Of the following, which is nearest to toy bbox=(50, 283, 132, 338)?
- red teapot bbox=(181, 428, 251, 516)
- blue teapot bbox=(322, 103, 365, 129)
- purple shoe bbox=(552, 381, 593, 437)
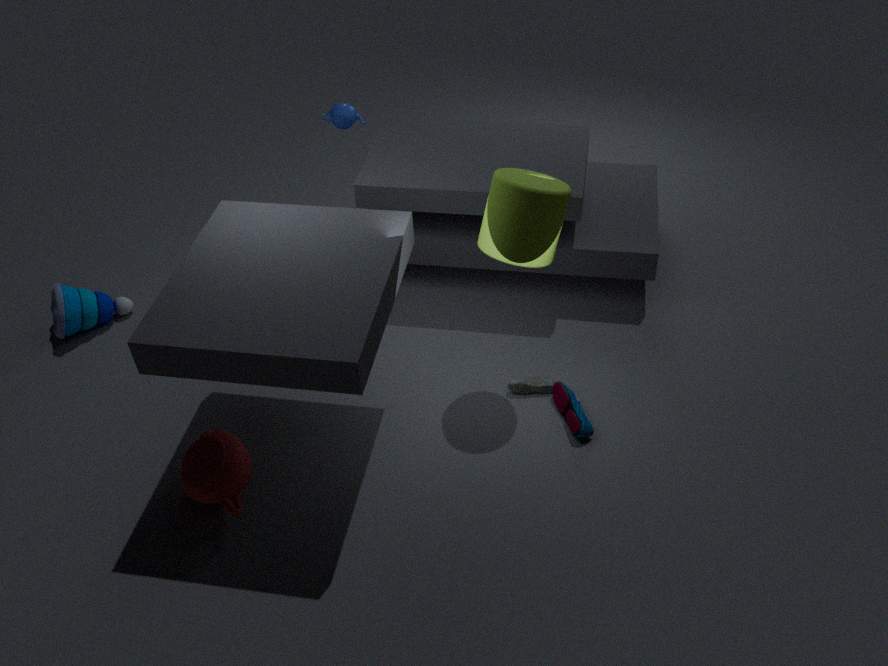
red teapot bbox=(181, 428, 251, 516)
